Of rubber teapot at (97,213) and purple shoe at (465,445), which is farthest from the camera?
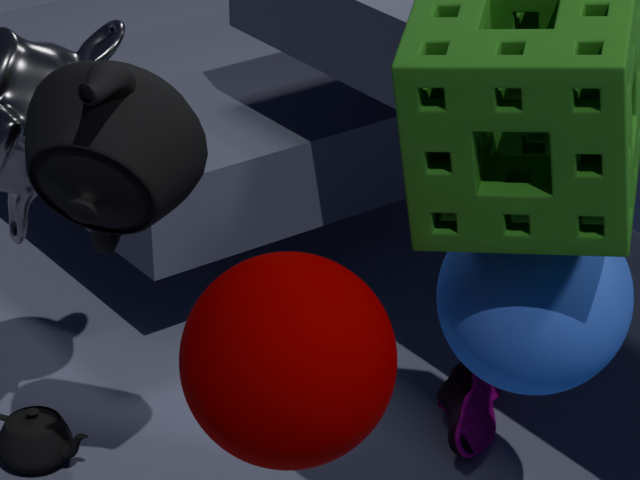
purple shoe at (465,445)
